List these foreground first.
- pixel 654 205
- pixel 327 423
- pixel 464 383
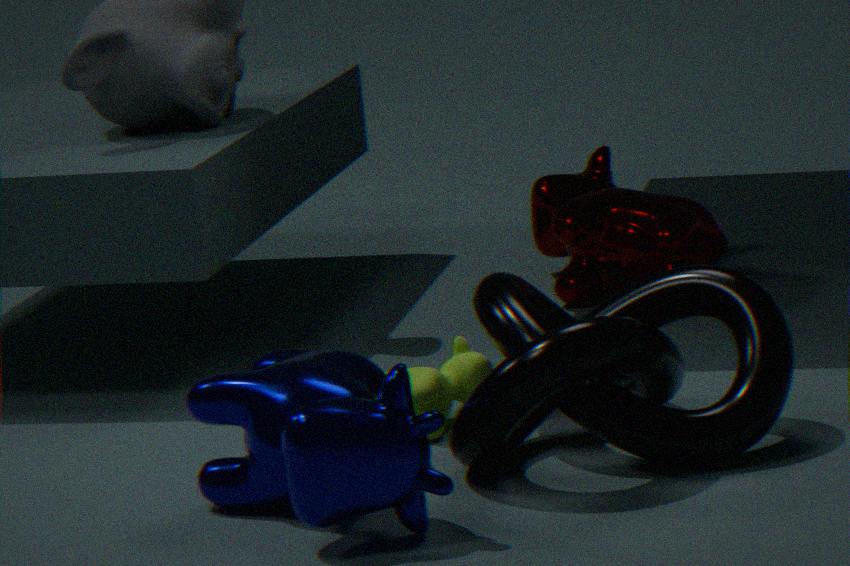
pixel 327 423 → pixel 464 383 → pixel 654 205
